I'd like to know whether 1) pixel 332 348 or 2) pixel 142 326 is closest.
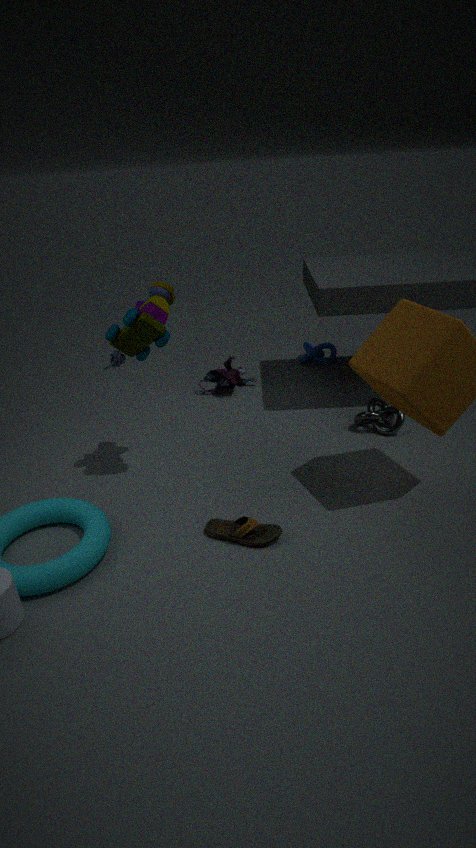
2. pixel 142 326
